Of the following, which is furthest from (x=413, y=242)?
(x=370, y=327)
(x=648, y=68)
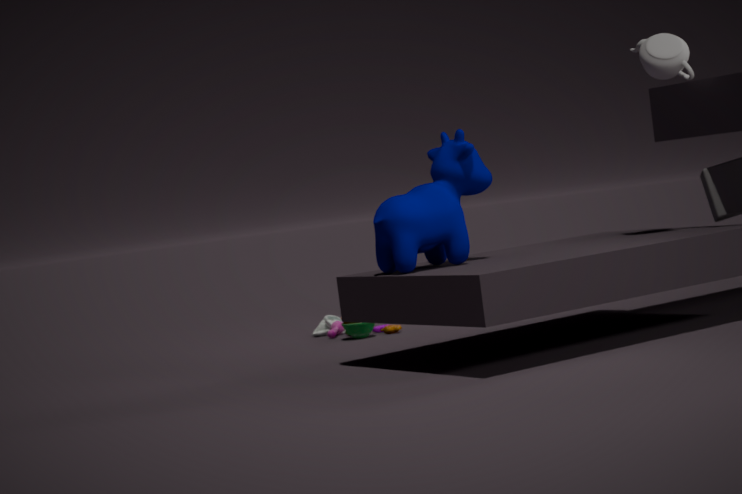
(x=370, y=327)
